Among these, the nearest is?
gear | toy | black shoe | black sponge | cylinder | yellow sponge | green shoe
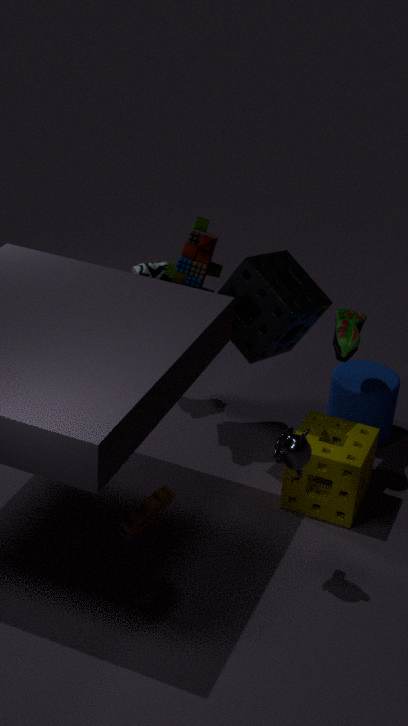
gear
